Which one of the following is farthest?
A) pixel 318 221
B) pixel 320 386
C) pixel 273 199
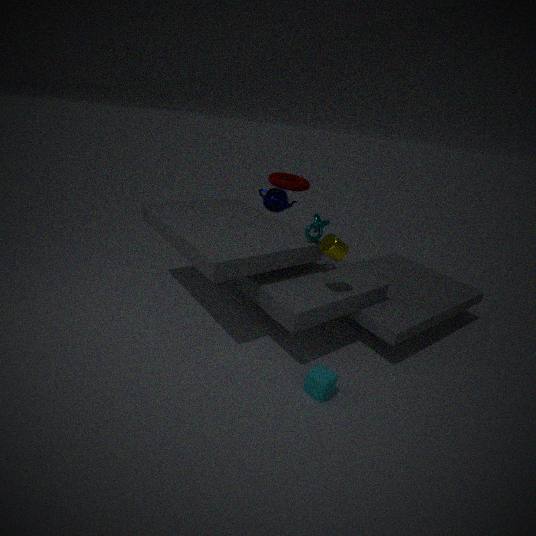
pixel 273 199
